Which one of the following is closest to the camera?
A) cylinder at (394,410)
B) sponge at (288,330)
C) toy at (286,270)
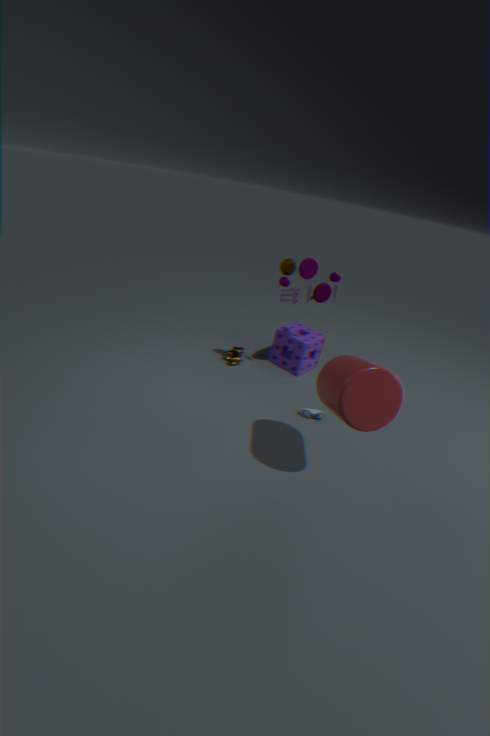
cylinder at (394,410)
